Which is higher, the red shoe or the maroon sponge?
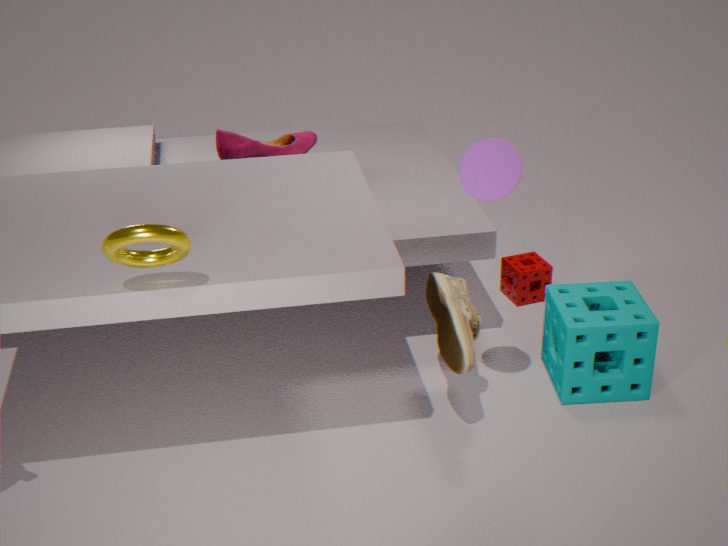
the red shoe
